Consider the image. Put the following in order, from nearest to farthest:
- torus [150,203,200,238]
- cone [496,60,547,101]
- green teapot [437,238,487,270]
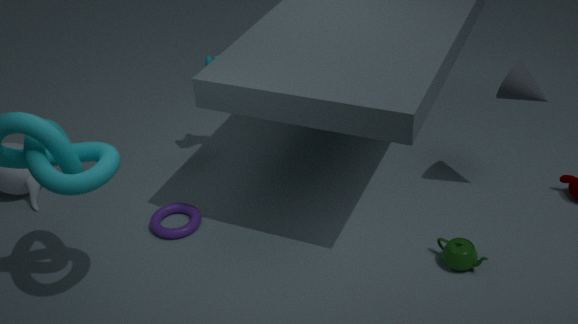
green teapot [437,238,487,270] < cone [496,60,547,101] < torus [150,203,200,238]
